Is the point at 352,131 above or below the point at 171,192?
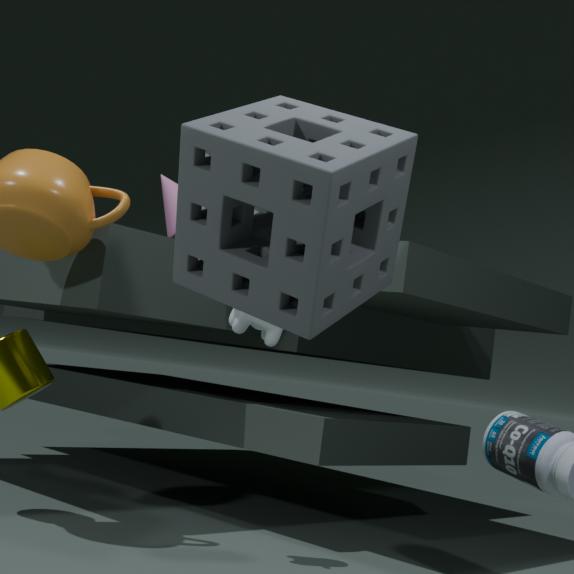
below
